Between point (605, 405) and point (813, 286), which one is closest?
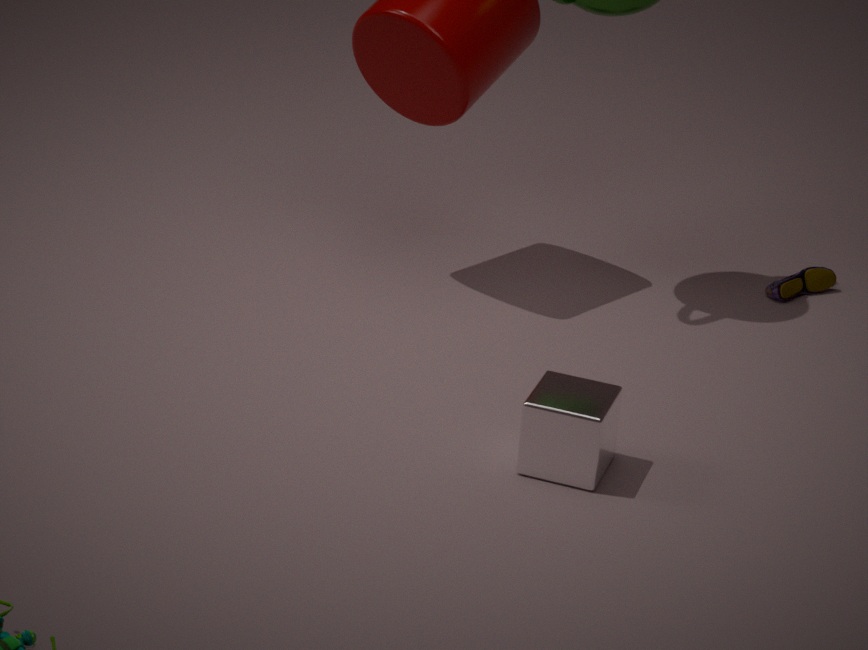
point (605, 405)
